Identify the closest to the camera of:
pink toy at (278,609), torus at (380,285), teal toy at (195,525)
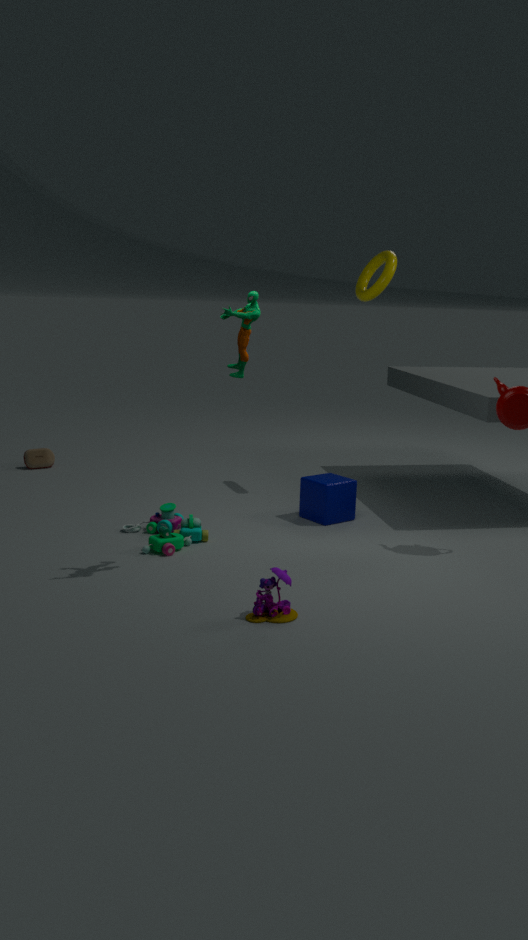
pink toy at (278,609)
